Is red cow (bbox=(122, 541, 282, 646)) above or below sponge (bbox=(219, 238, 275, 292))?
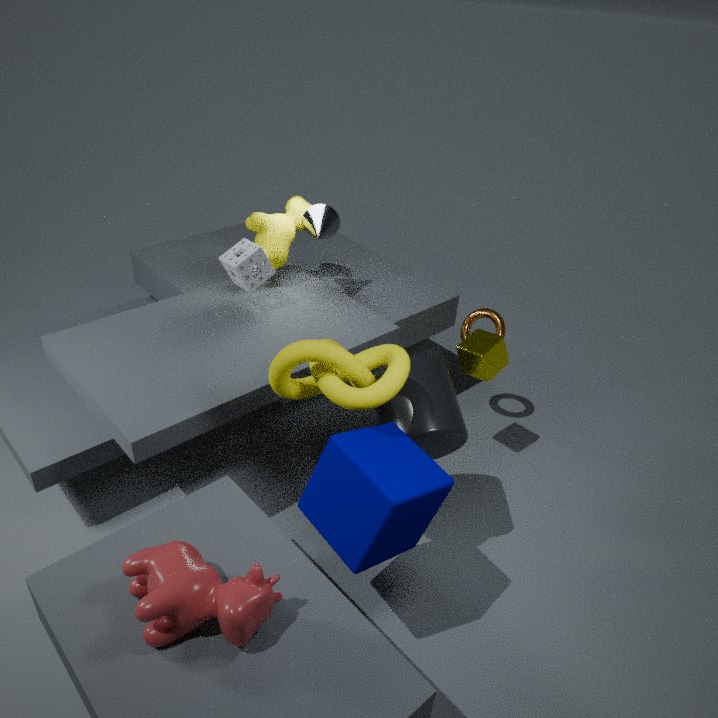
below
